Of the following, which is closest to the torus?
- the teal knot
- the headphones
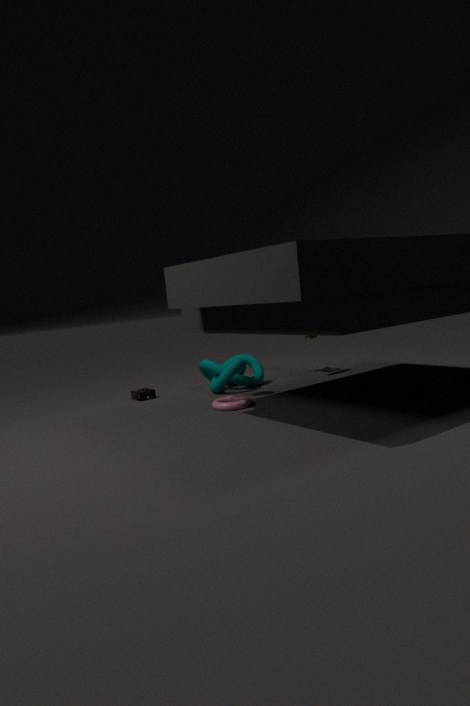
the teal knot
